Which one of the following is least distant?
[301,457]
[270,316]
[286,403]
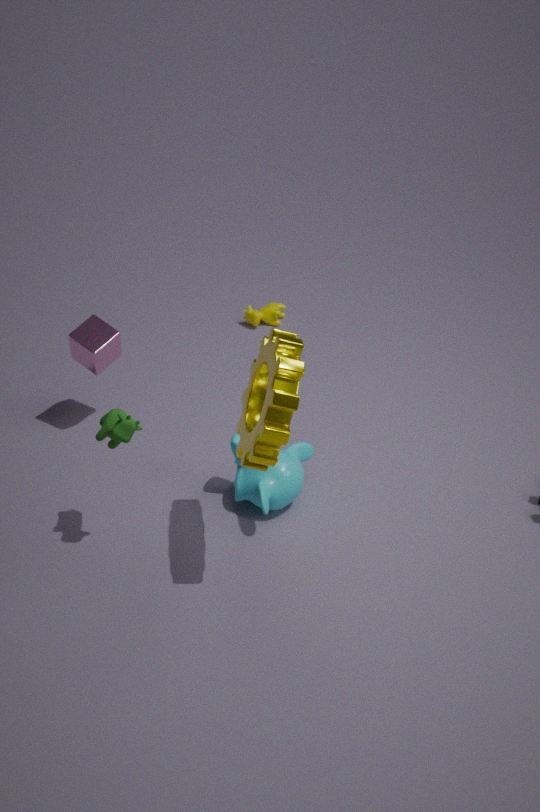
[286,403]
